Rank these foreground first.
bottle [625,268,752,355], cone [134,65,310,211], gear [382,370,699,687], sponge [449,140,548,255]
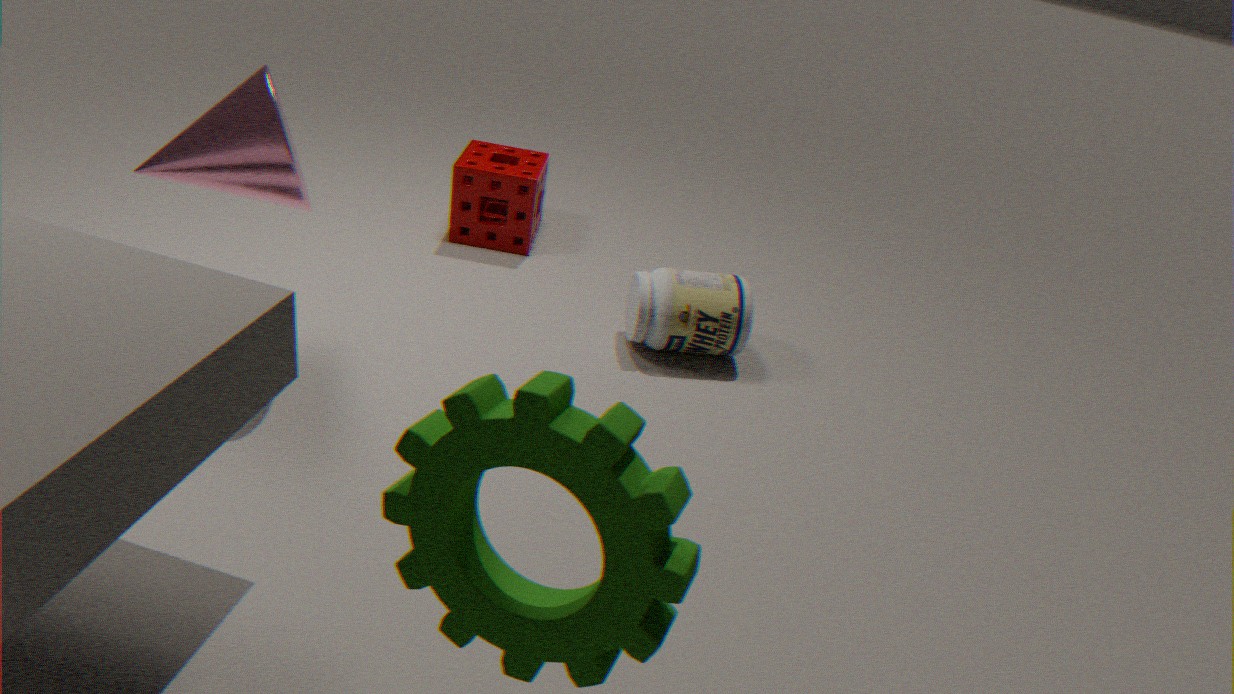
gear [382,370,699,687] < cone [134,65,310,211] < bottle [625,268,752,355] < sponge [449,140,548,255]
